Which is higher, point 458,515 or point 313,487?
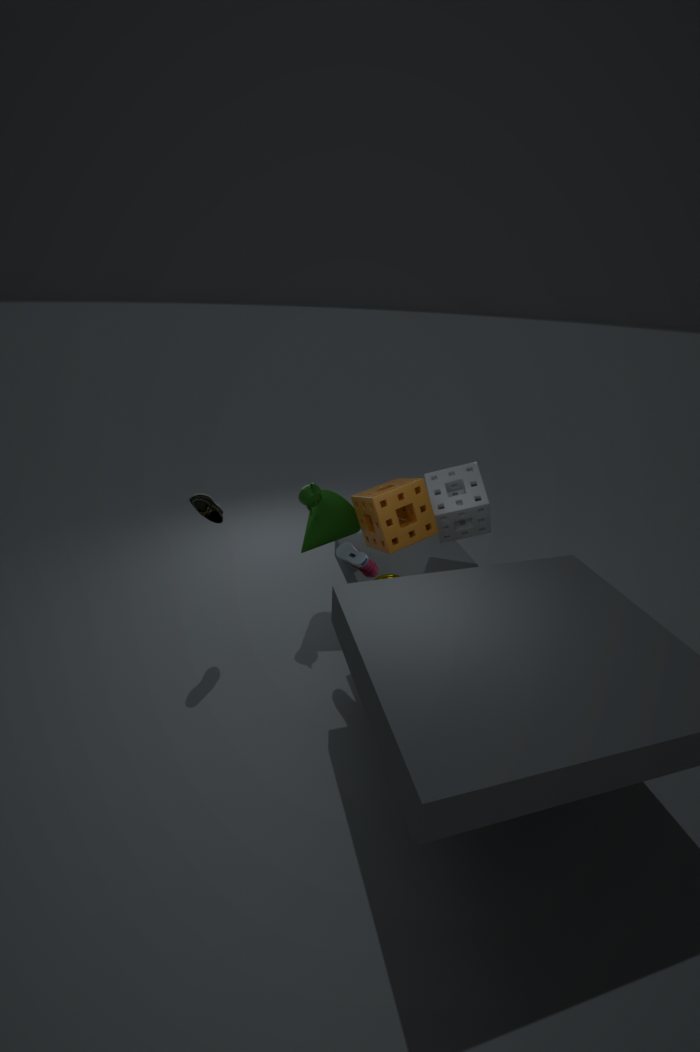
point 313,487
